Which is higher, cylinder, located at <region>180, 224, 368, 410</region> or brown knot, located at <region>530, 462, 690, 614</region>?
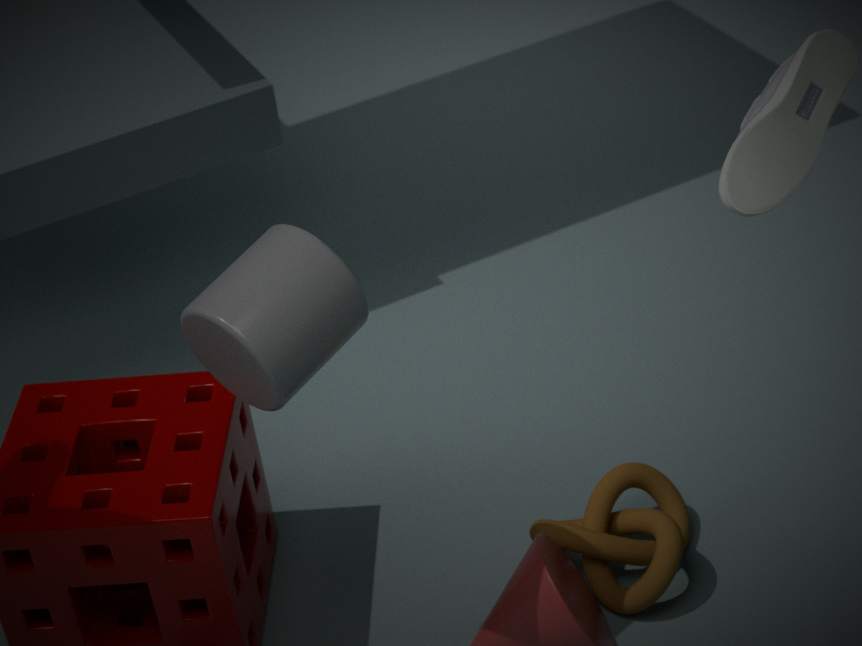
cylinder, located at <region>180, 224, 368, 410</region>
